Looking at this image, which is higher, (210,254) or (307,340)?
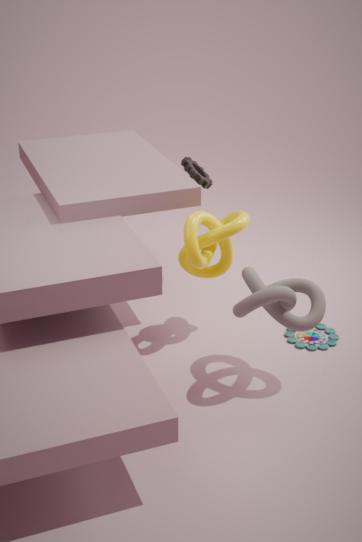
(210,254)
